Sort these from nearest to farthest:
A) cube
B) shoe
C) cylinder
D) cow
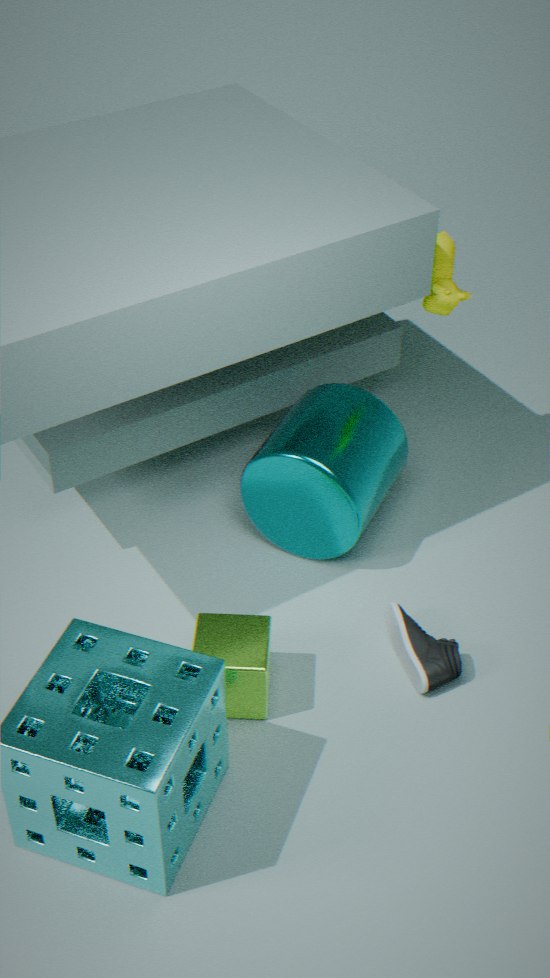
1. cube
2. shoe
3. cow
4. cylinder
